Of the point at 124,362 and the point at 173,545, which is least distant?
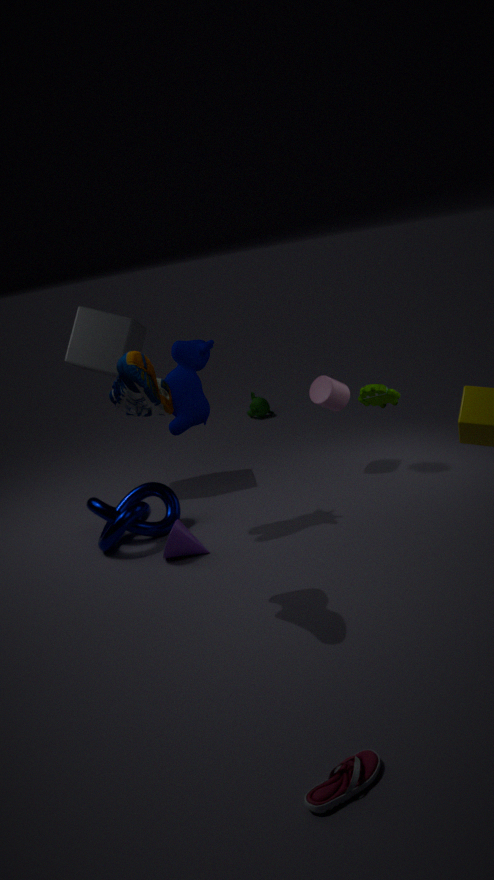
the point at 124,362
